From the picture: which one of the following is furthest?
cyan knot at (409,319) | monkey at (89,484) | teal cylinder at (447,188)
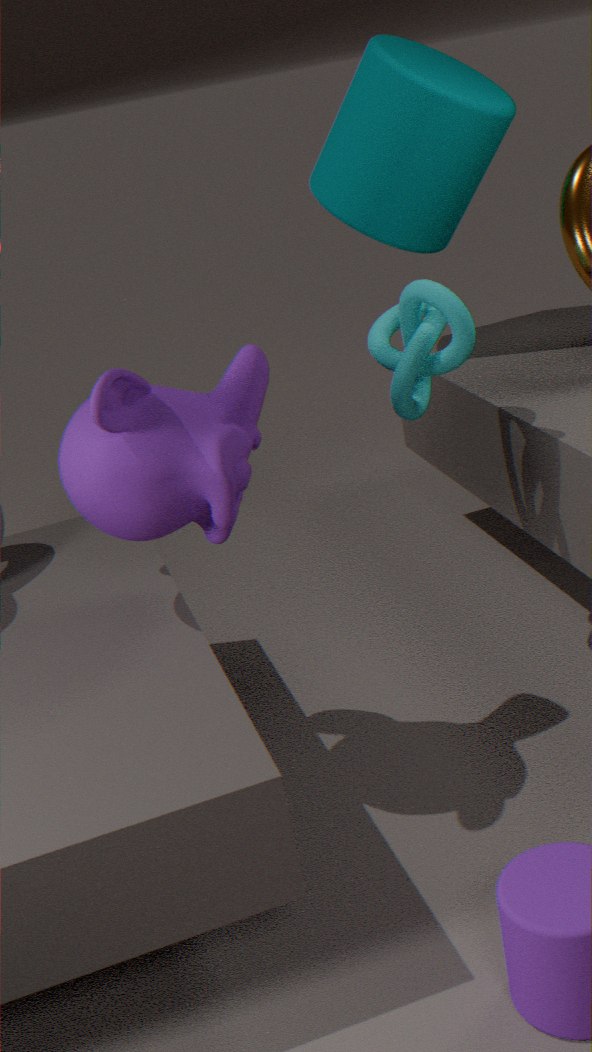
teal cylinder at (447,188)
